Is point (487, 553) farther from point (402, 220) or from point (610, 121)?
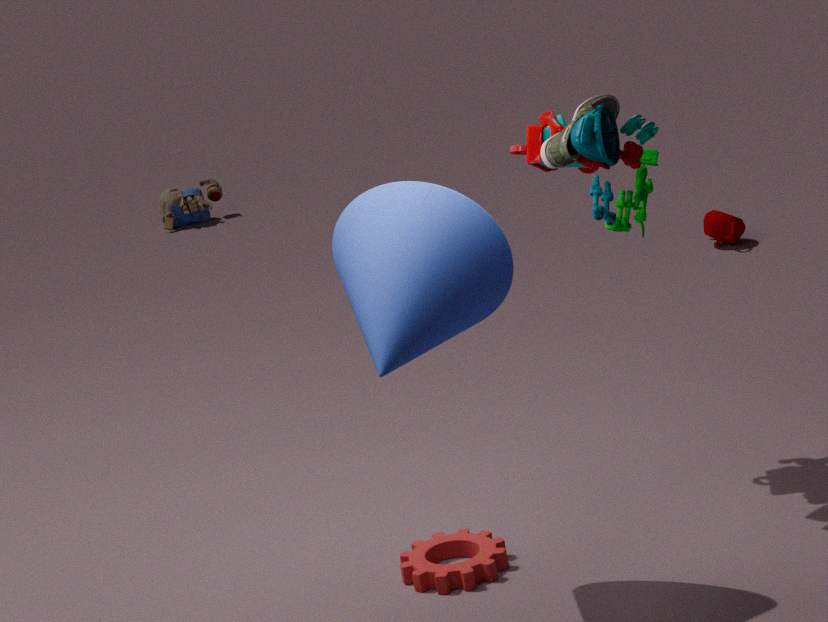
point (610, 121)
